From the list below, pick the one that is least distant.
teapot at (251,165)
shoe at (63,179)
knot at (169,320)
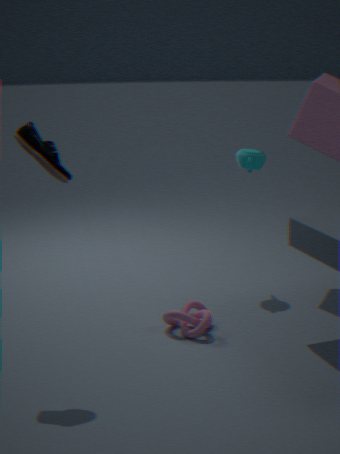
shoe at (63,179)
